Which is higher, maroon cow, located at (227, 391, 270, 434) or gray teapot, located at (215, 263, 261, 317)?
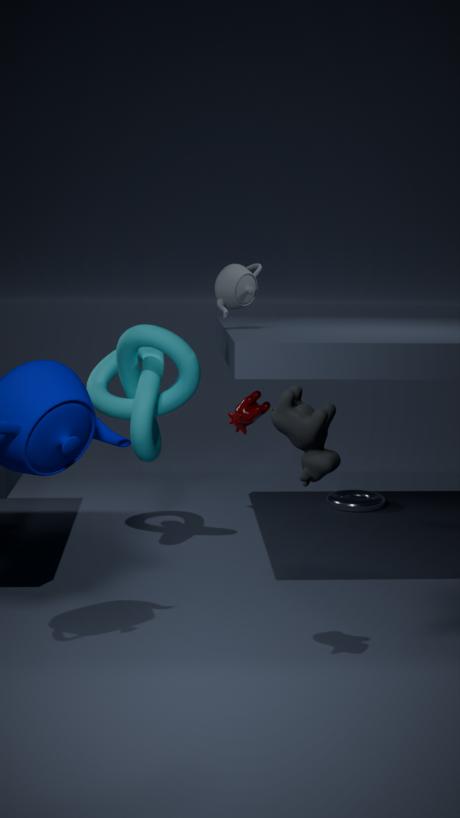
gray teapot, located at (215, 263, 261, 317)
